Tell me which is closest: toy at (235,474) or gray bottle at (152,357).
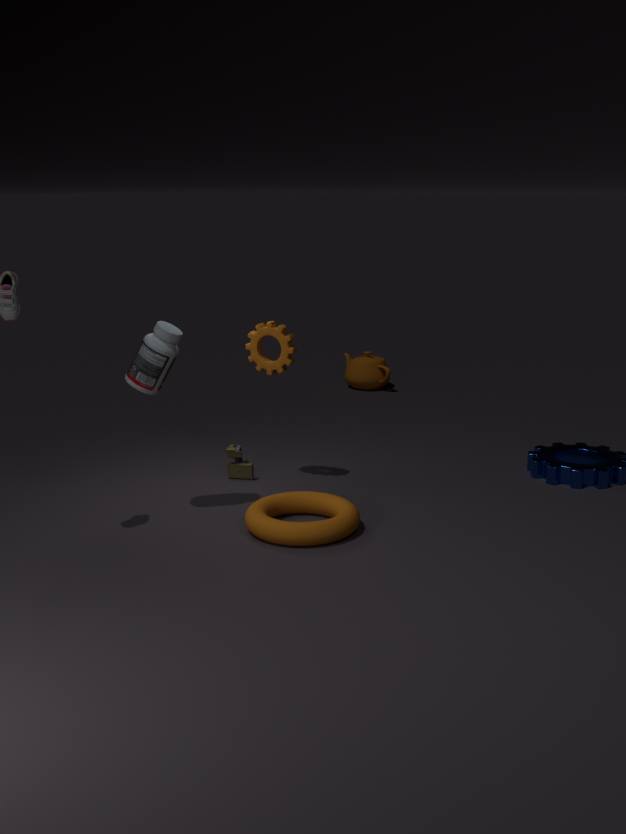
gray bottle at (152,357)
